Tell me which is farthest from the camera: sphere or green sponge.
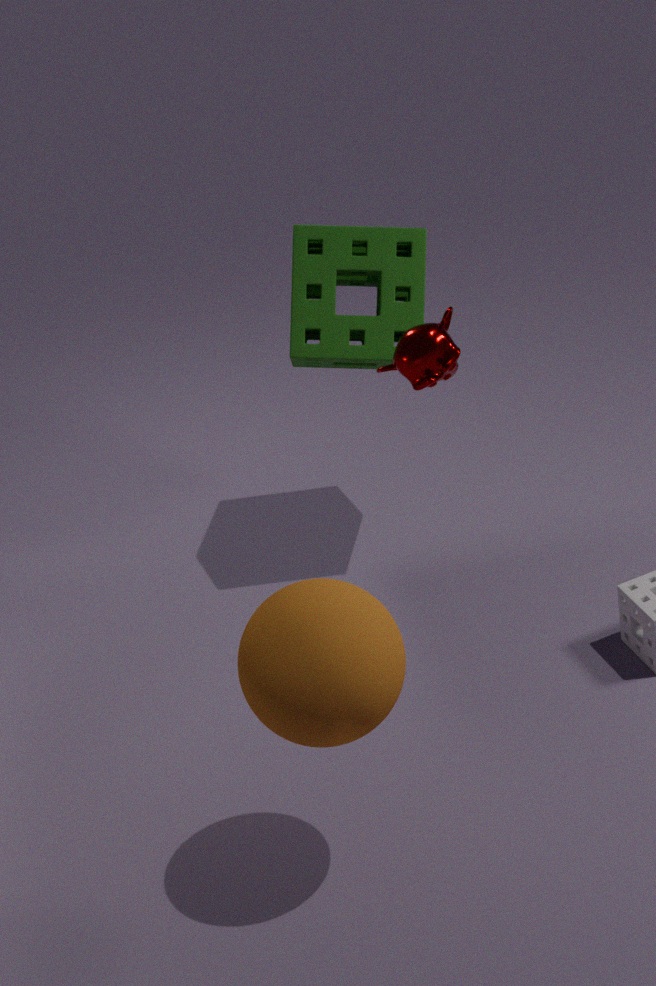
green sponge
